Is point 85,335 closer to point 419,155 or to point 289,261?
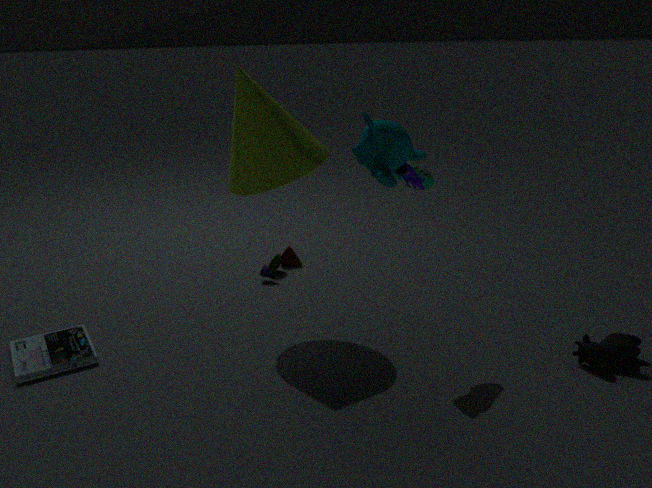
point 289,261
